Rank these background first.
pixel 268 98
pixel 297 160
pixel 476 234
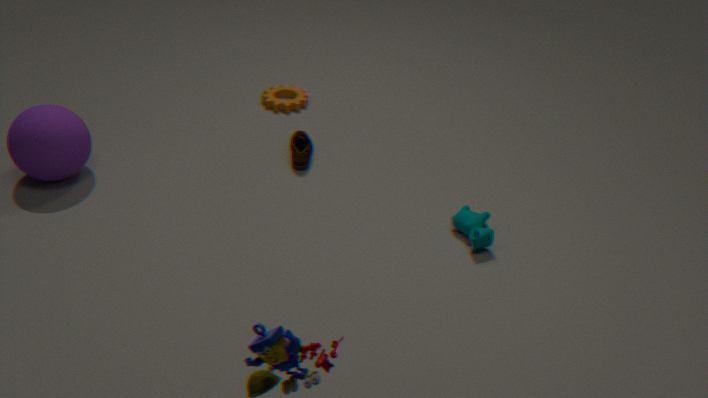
pixel 268 98 < pixel 297 160 < pixel 476 234
